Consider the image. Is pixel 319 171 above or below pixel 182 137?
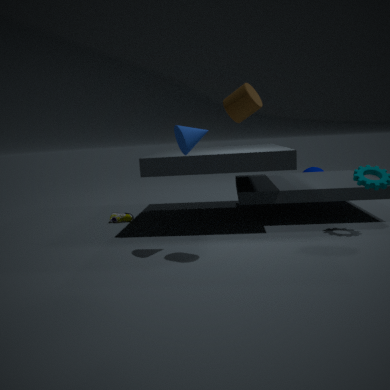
below
